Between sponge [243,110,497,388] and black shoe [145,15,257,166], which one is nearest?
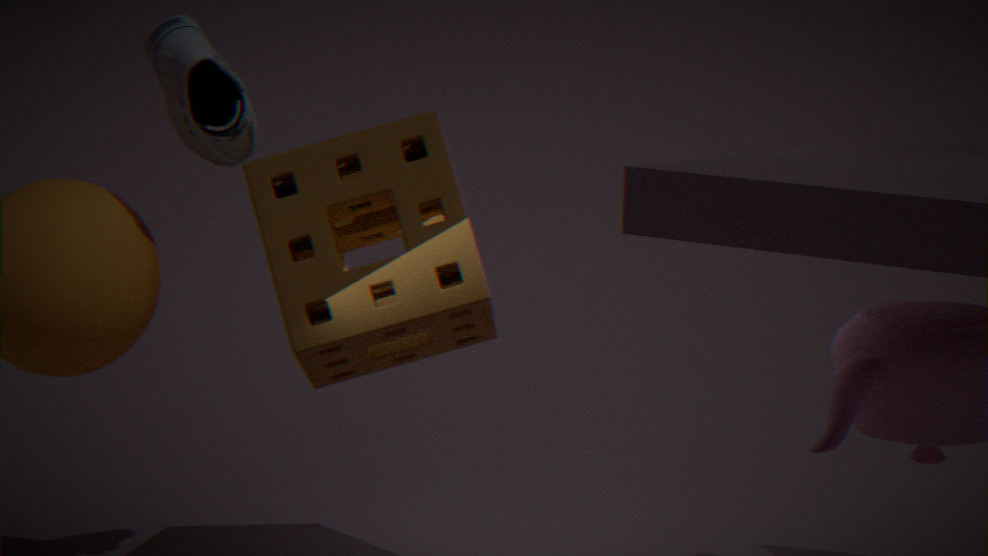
black shoe [145,15,257,166]
